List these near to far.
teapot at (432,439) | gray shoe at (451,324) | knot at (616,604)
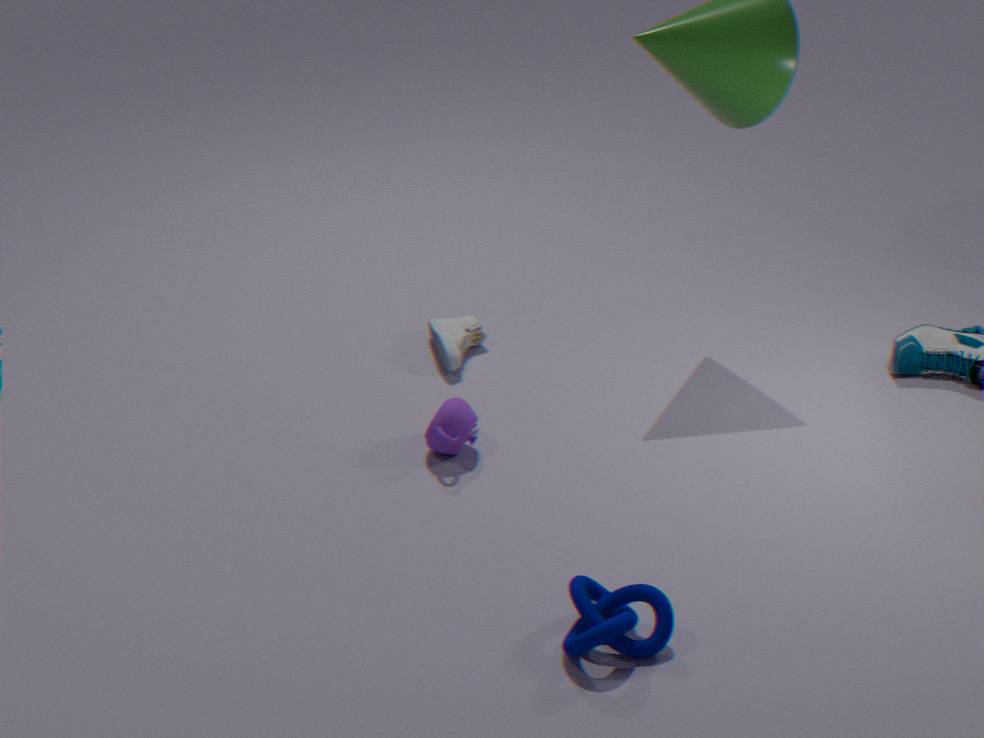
knot at (616,604) < teapot at (432,439) < gray shoe at (451,324)
